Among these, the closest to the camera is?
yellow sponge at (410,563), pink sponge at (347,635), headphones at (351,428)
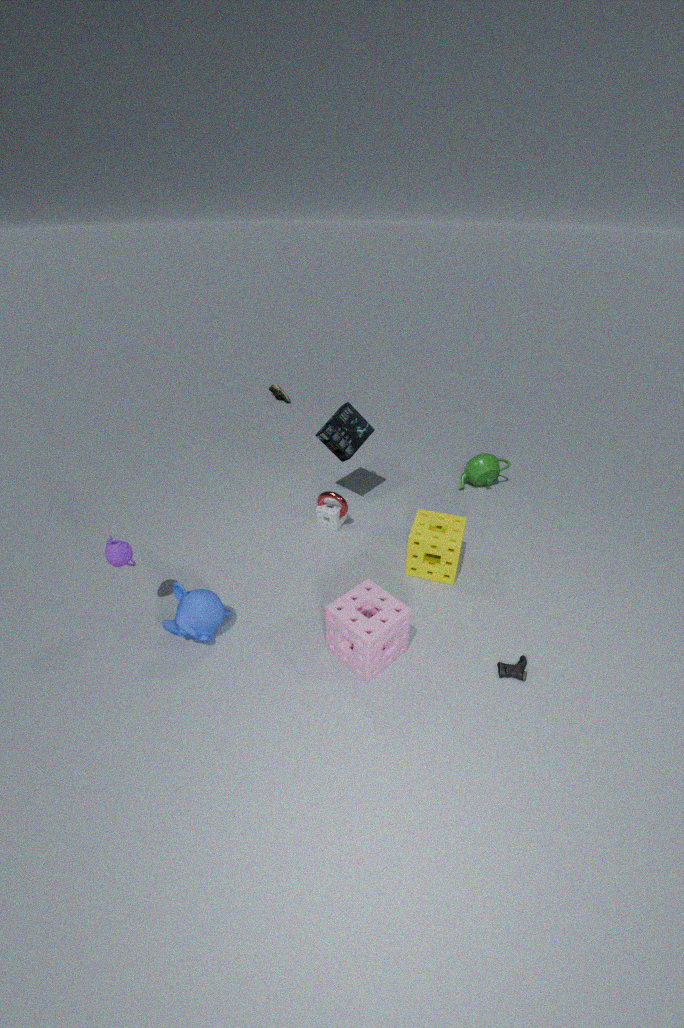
pink sponge at (347,635)
